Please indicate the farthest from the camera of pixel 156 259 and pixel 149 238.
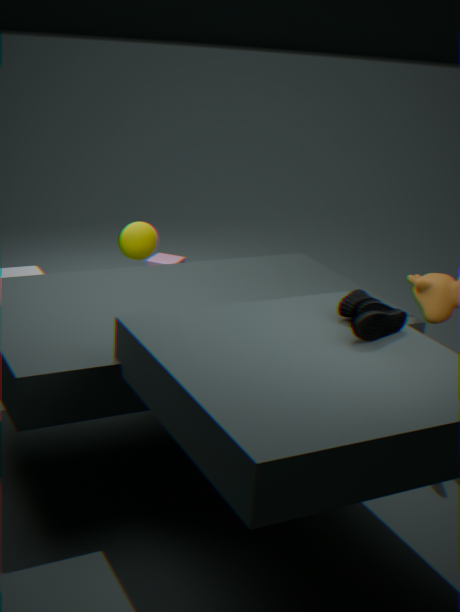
pixel 156 259
